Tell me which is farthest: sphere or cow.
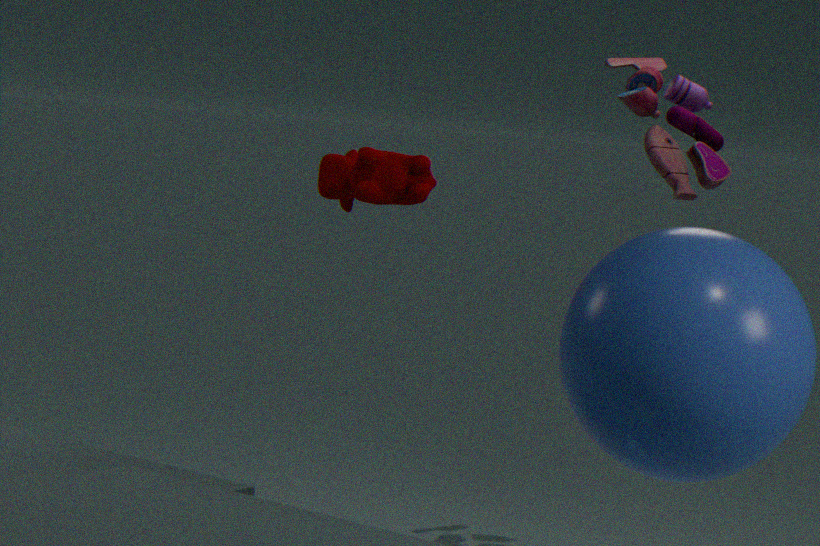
cow
